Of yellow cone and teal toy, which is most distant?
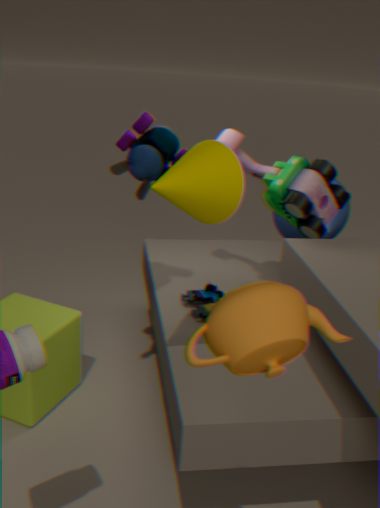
teal toy
